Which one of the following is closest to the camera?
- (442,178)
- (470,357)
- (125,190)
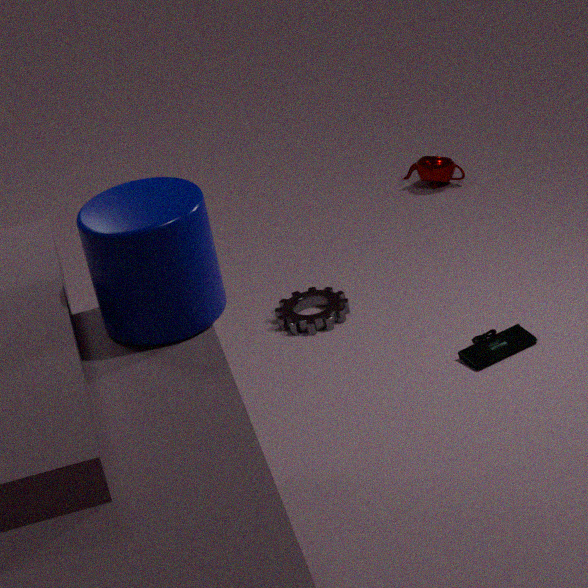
(125,190)
